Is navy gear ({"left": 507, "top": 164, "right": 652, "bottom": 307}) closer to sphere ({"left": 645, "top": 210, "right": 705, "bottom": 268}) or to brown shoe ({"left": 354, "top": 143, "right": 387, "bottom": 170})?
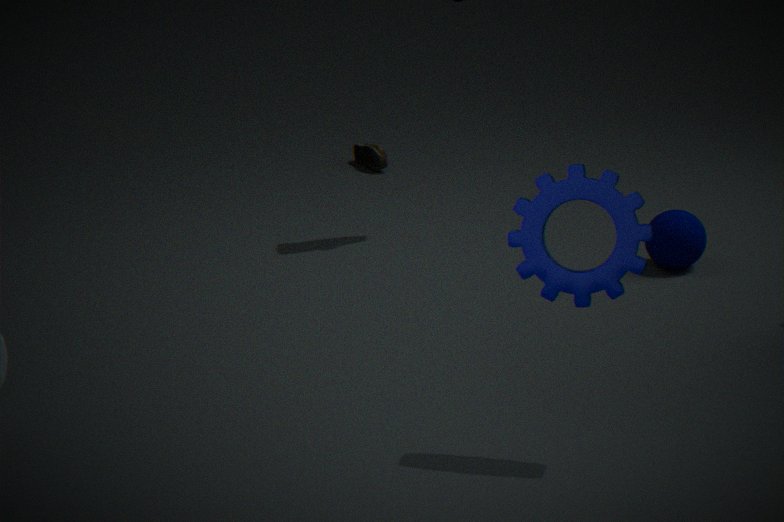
sphere ({"left": 645, "top": 210, "right": 705, "bottom": 268})
